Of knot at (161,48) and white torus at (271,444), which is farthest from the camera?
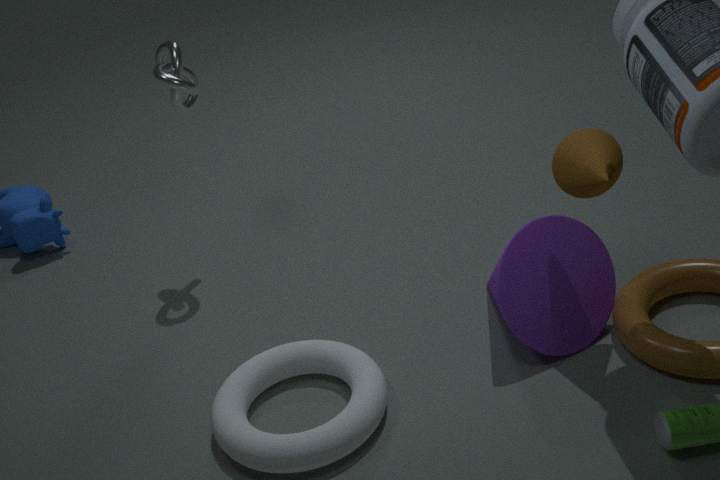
knot at (161,48)
